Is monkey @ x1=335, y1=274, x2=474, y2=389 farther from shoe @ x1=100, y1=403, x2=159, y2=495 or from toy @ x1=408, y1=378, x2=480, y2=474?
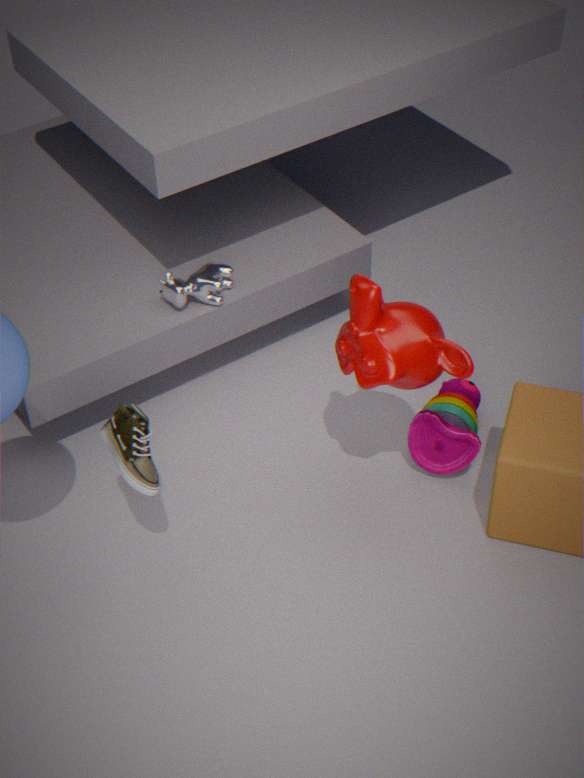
shoe @ x1=100, y1=403, x2=159, y2=495
